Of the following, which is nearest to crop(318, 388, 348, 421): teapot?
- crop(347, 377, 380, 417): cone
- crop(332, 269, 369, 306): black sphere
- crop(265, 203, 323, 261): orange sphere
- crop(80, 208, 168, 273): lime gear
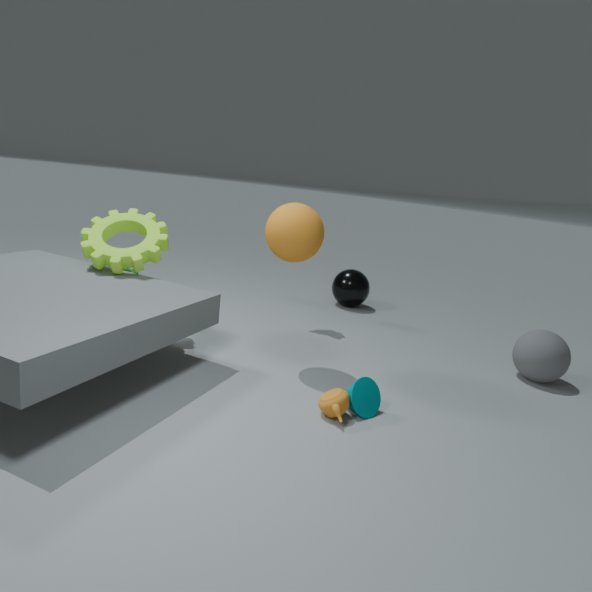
crop(347, 377, 380, 417): cone
